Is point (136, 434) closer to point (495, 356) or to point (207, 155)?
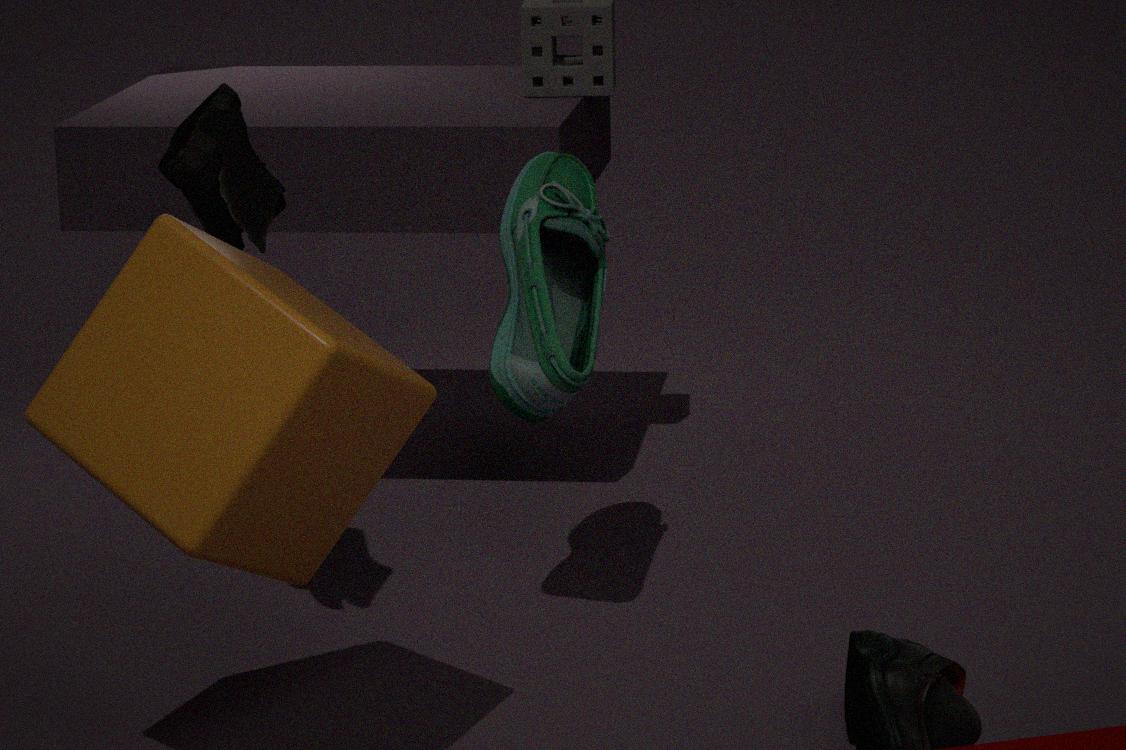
point (207, 155)
